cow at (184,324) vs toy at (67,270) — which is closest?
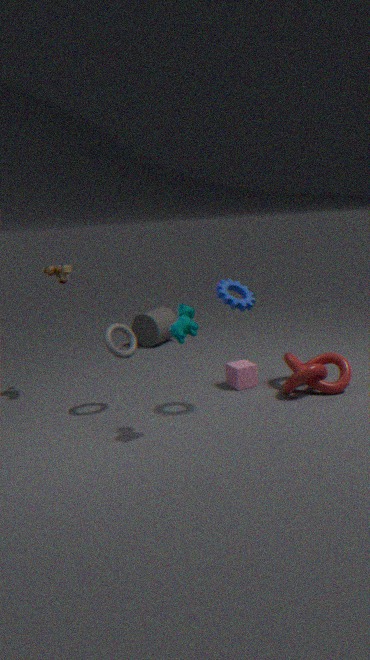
cow at (184,324)
